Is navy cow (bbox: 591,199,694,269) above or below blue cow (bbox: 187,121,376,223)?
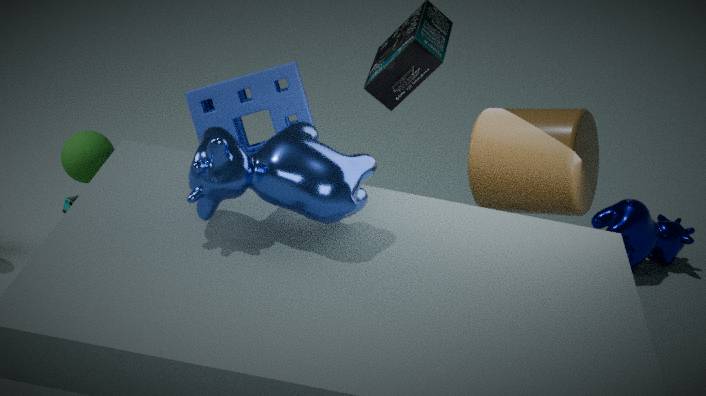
below
